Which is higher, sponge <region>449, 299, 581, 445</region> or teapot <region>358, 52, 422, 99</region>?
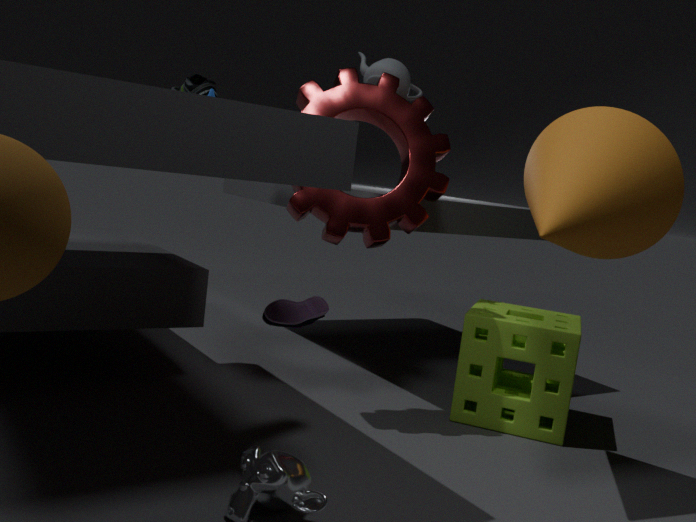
teapot <region>358, 52, 422, 99</region>
